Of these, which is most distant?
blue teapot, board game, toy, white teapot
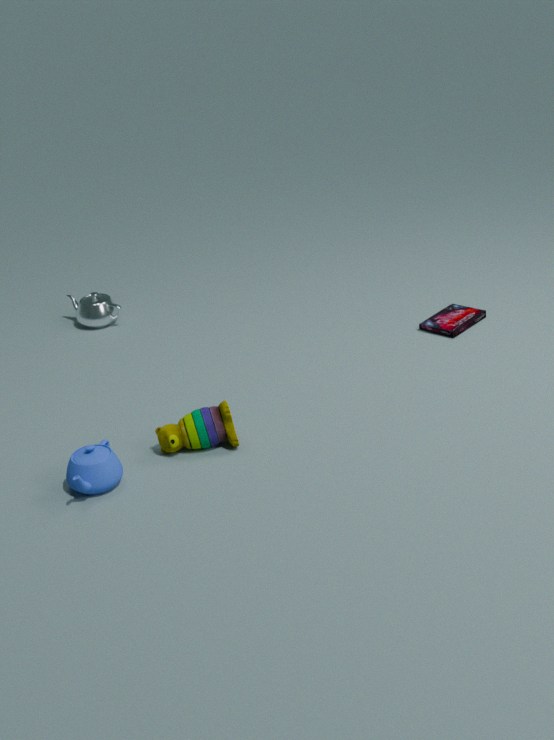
white teapot
